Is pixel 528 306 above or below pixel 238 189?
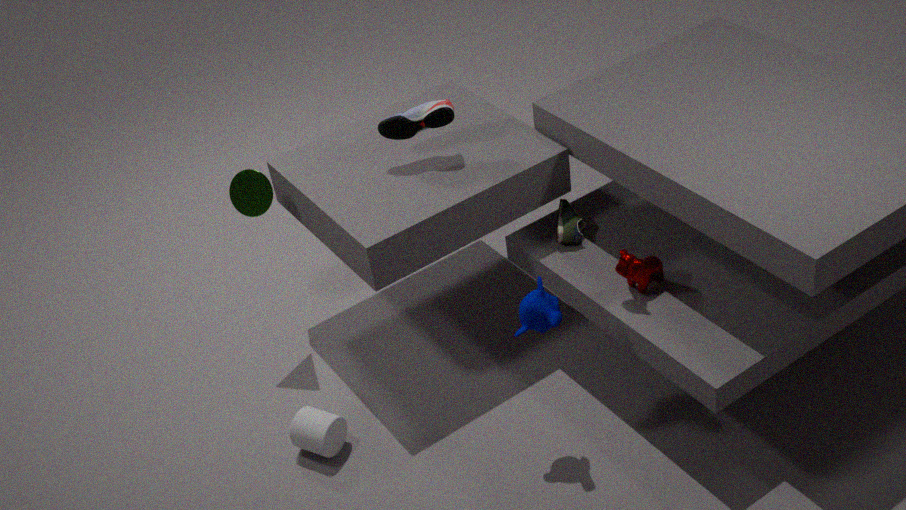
below
